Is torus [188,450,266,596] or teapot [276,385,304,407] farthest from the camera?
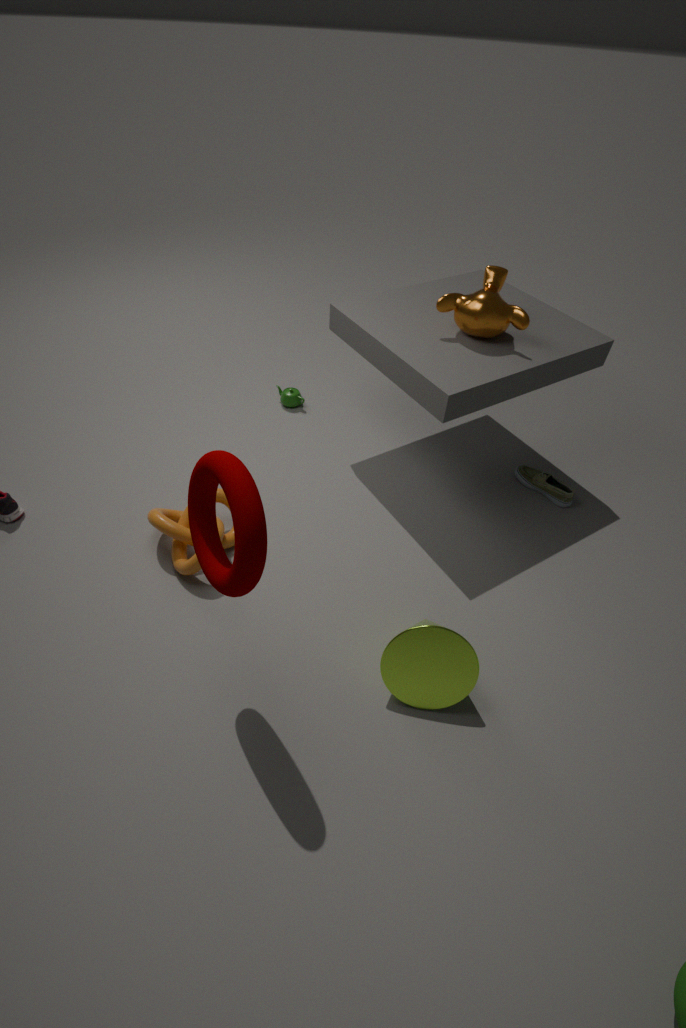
teapot [276,385,304,407]
